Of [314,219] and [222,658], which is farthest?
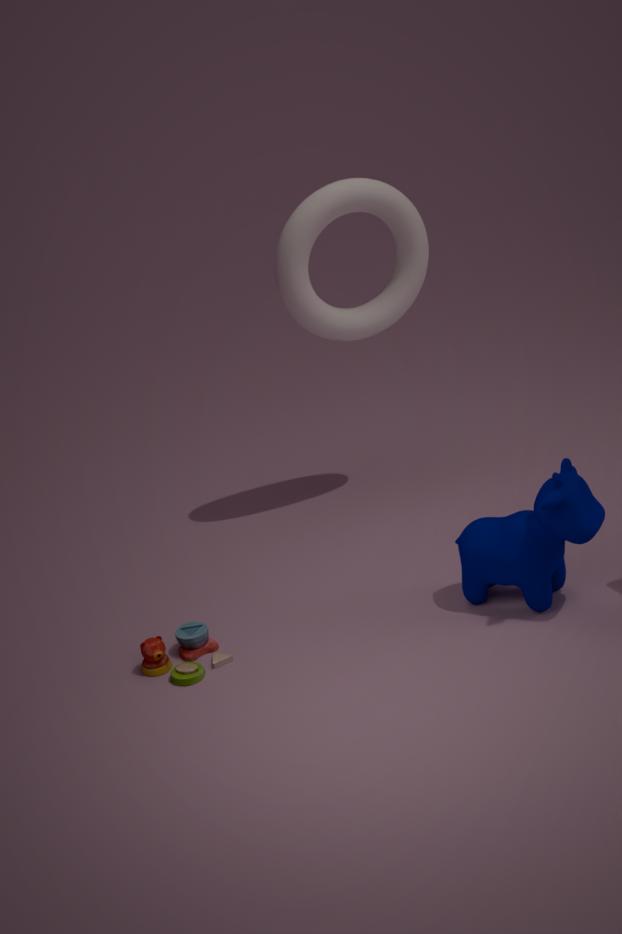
[314,219]
